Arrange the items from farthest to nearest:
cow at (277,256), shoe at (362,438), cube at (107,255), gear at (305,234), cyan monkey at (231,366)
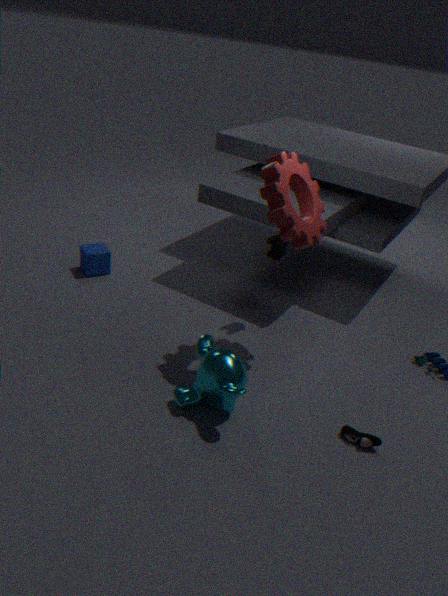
cube at (107,255) < cow at (277,256) < gear at (305,234) < shoe at (362,438) < cyan monkey at (231,366)
